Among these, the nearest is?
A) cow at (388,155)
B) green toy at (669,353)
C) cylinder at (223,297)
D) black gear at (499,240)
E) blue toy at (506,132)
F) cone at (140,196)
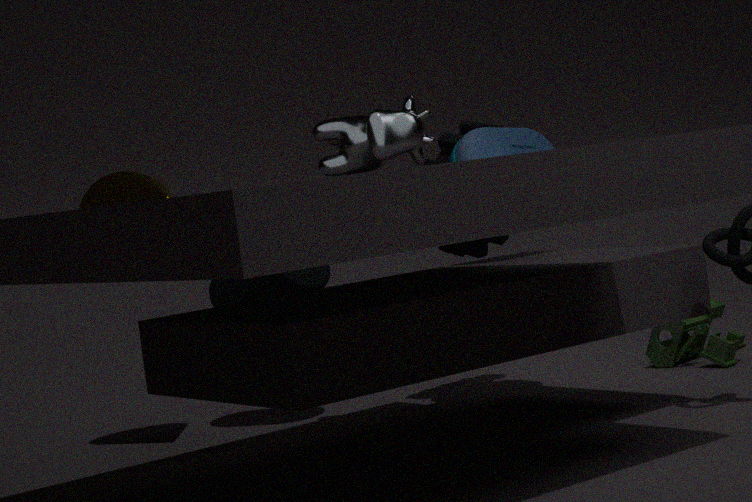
cow at (388,155)
